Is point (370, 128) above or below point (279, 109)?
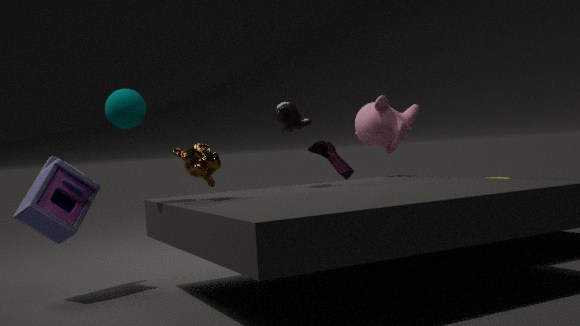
below
